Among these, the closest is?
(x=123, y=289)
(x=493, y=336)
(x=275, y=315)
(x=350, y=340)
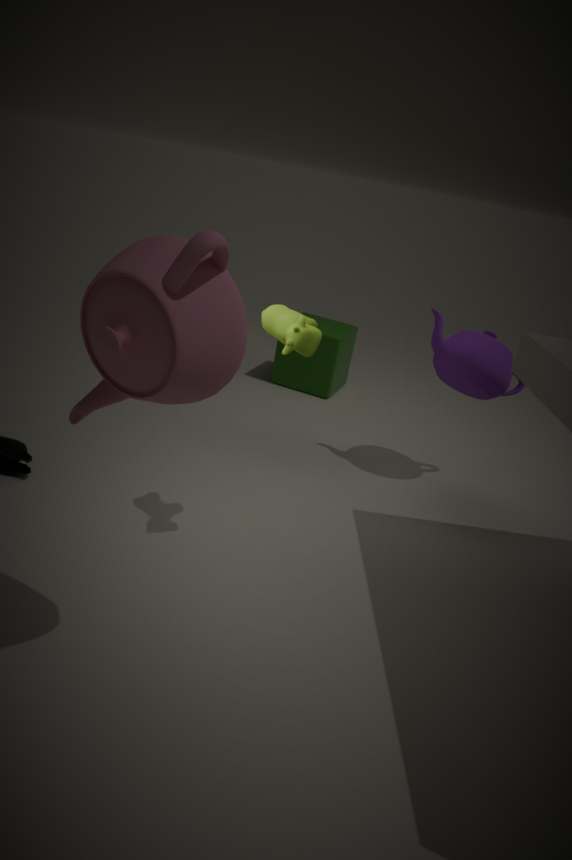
(x=123, y=289)
